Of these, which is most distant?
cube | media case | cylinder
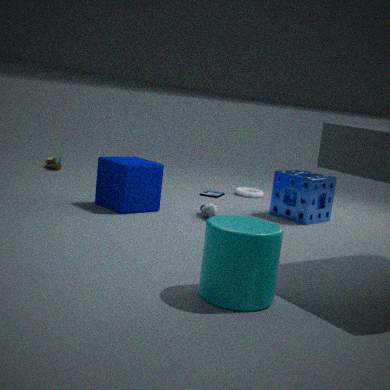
media case
